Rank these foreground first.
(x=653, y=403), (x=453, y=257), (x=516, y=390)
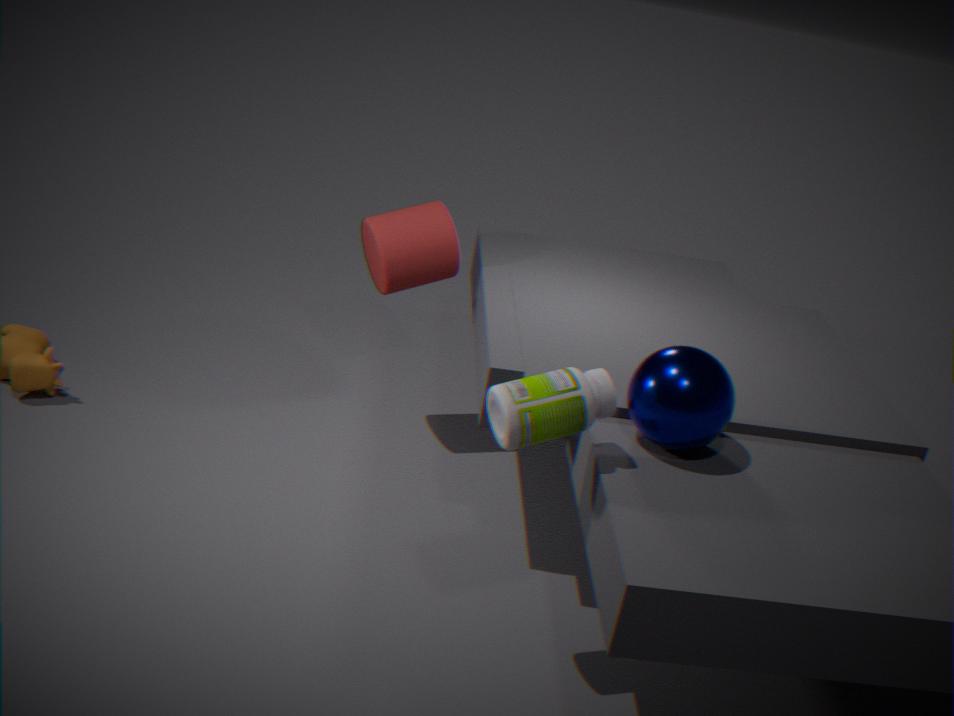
1. (x=516, y=390)
2. (x=653, y=403)
3. (x=453, y=257)
